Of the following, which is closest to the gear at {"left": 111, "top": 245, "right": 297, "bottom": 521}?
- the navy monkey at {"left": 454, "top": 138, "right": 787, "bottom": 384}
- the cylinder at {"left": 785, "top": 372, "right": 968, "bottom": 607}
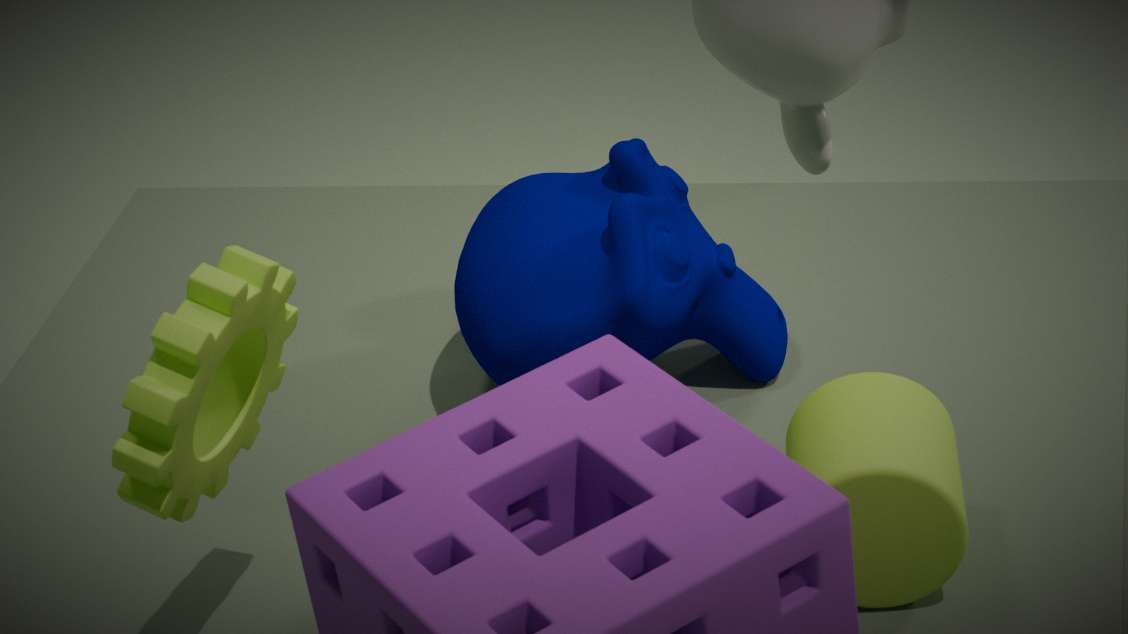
the navy monkey at {"left": 454, "top": 138, "right": 787, "bottom": 384}
